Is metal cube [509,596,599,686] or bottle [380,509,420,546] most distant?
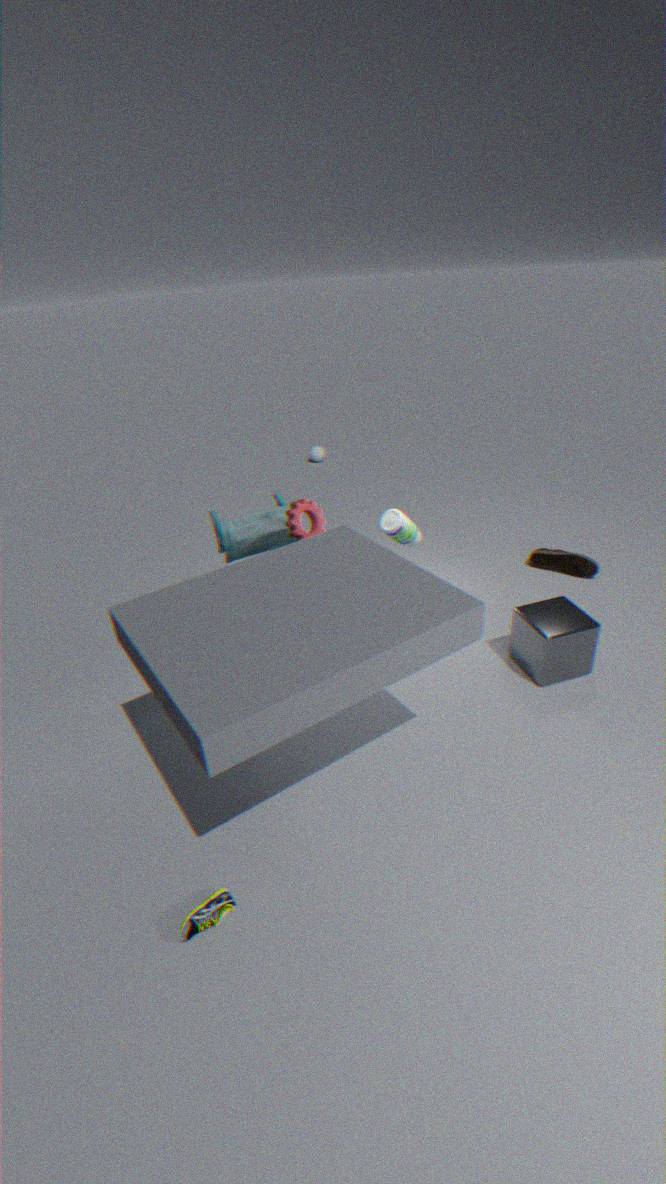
bottle [380,509,420,546]
